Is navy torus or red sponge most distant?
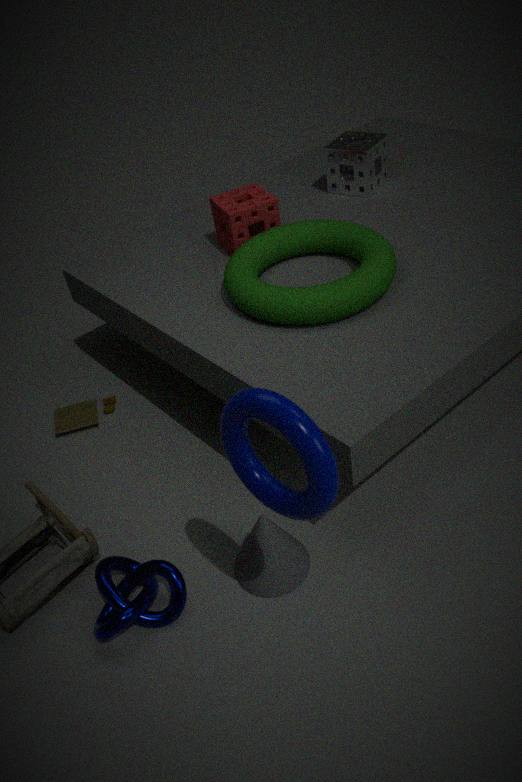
red sponge
